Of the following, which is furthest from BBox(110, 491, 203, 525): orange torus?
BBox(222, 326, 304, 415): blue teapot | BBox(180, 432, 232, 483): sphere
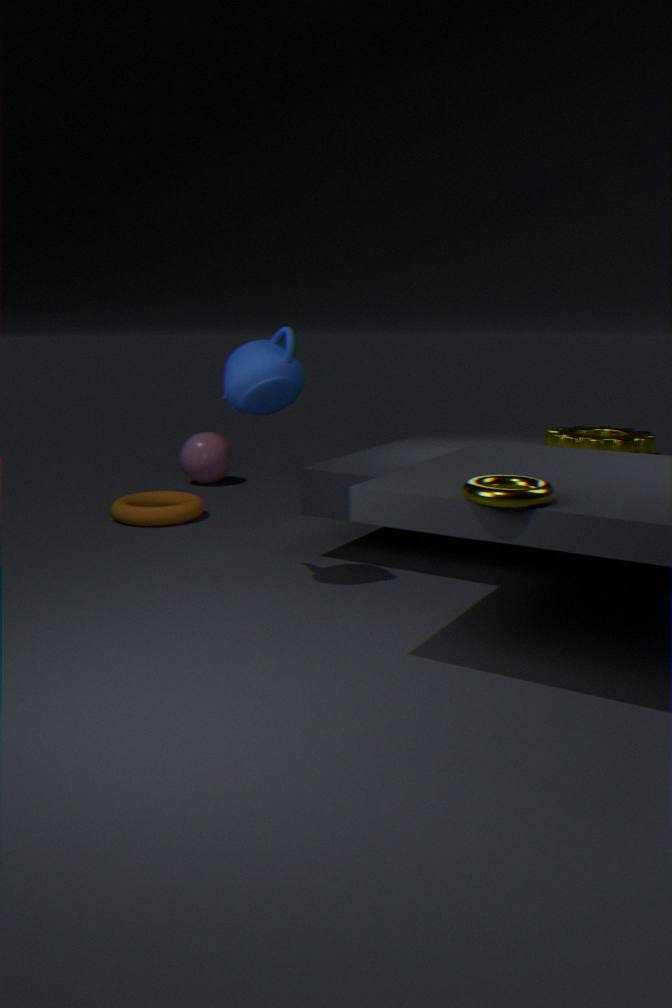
BBox(222, 326, 304, 415): blue teapot
